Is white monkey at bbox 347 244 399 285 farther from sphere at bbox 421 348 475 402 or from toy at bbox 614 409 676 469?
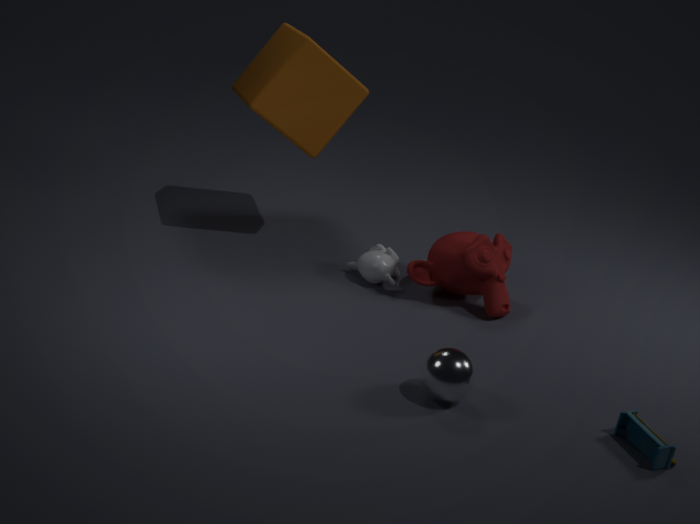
toy at bbox 614 409 676 469
